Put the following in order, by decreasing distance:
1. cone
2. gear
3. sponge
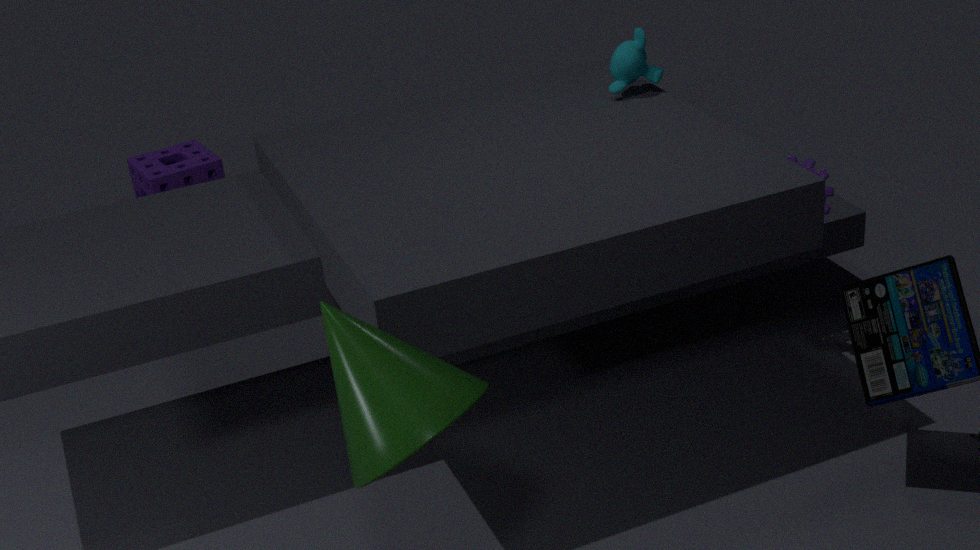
1. sponge
2. gear
3. cone
